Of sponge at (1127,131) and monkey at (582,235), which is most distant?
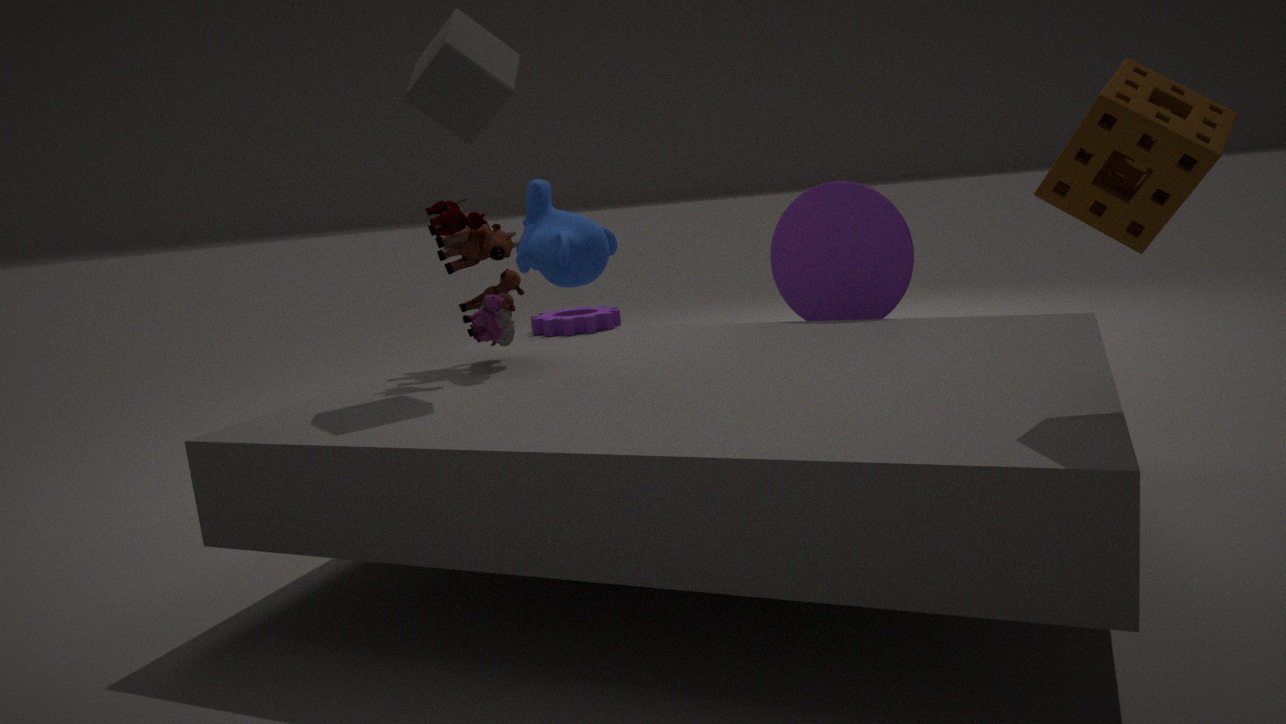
monkey at (582,235)
